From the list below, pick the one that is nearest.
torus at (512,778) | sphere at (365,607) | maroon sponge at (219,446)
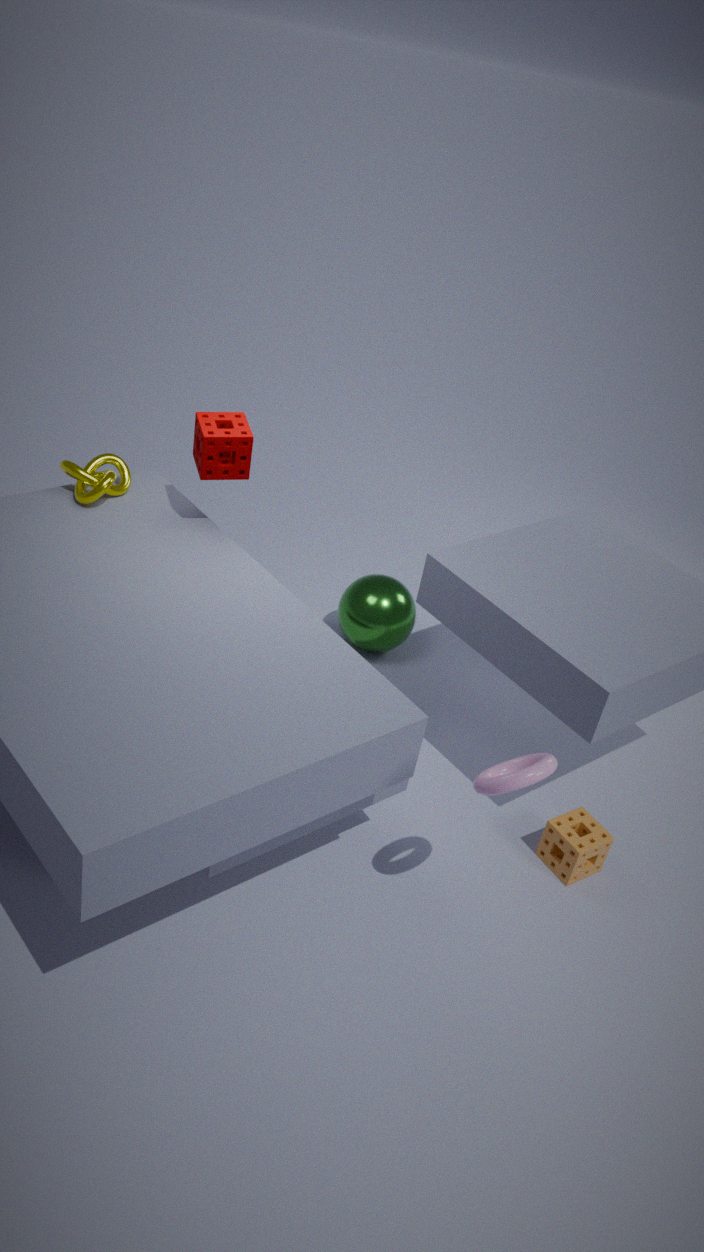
torus at (512,778)
